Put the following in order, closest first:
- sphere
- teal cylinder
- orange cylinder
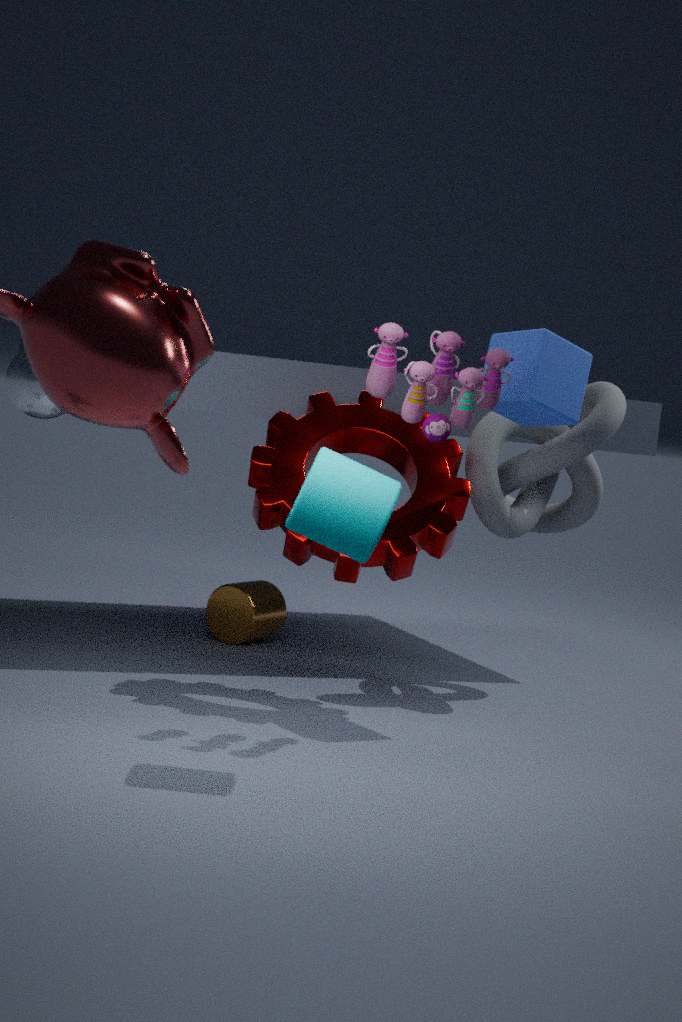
teal cylinder
sphere
orange cylinder
